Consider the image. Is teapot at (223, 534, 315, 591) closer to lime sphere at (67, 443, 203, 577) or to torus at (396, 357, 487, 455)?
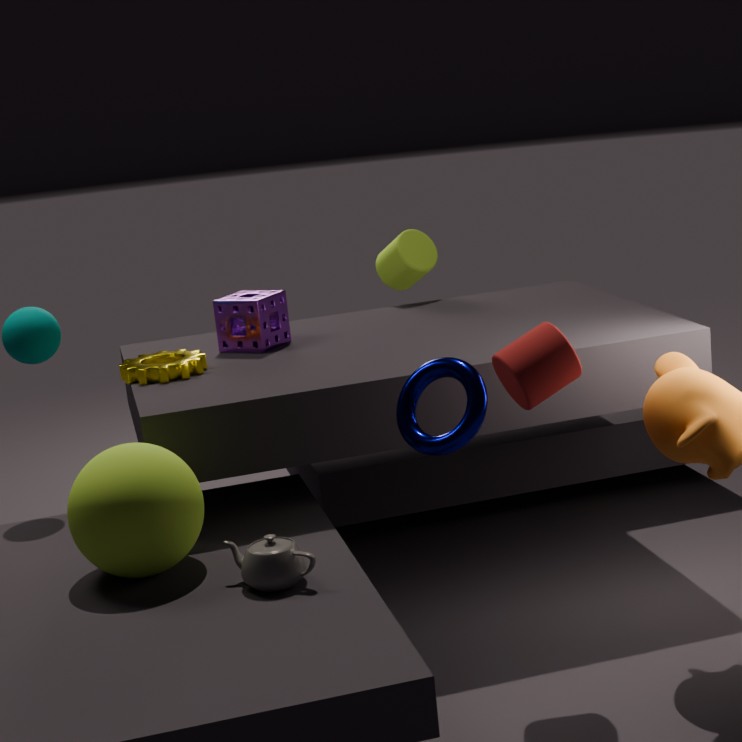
lime sphere at (67, 443, 203, 577)
